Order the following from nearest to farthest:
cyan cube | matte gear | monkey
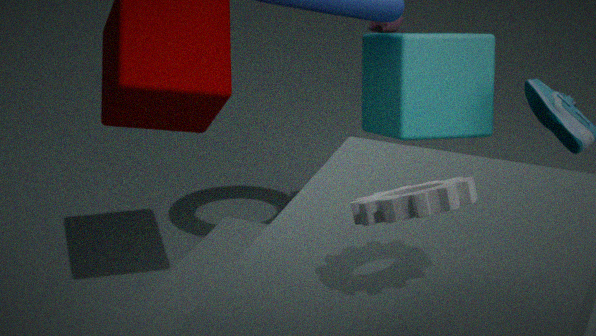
matte gear
cyan cube
monkey
